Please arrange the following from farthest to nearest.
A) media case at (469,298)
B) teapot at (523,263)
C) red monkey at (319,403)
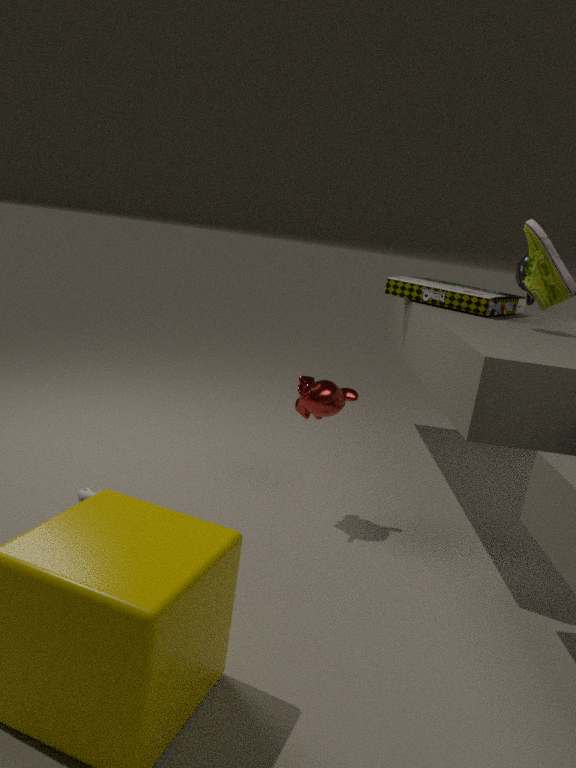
1. media case at (469,298)
2. teapot at (523,263)
3. red monkey at (319,403)
